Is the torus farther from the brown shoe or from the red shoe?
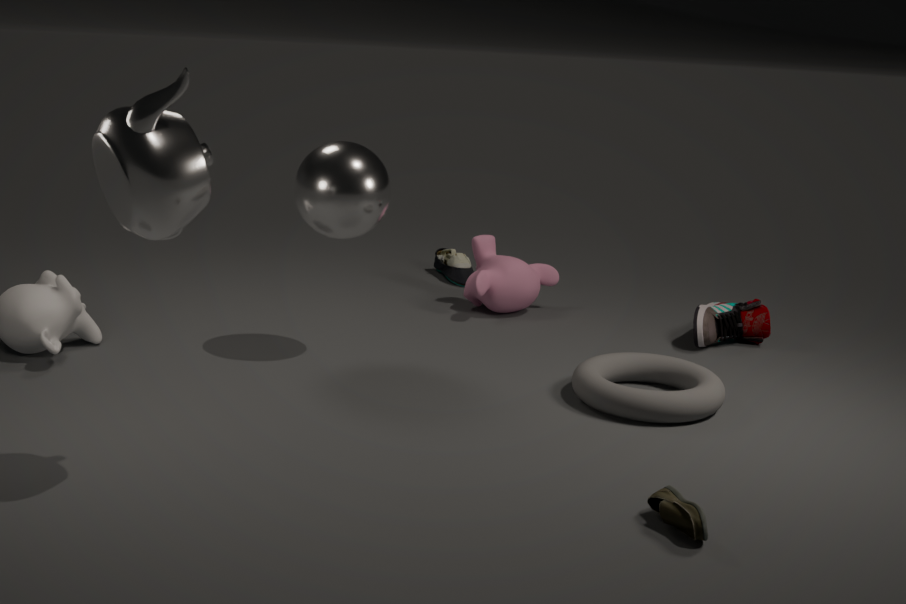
the brown shoe
